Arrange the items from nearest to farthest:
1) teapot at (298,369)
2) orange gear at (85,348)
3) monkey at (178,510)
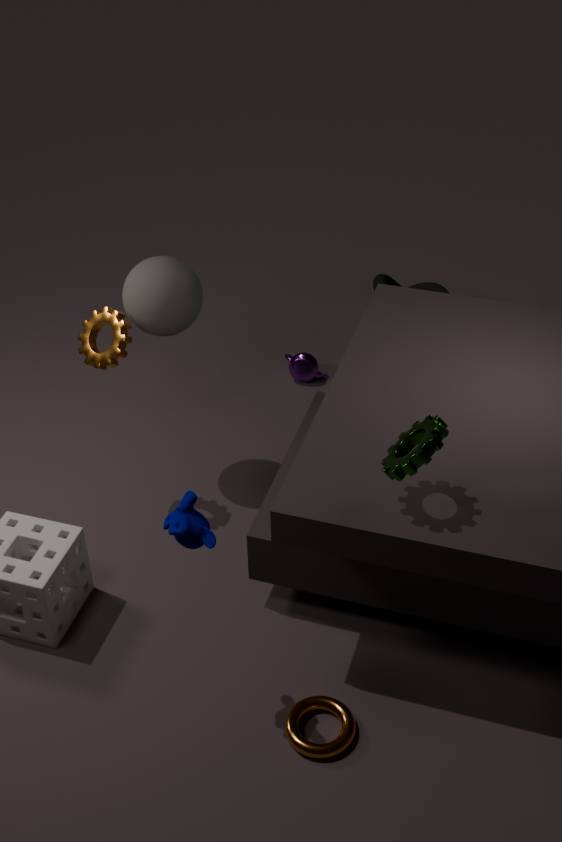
3. monkey at (178,510)
2. orange gear at (85,348)
1. teapot at (298,369)
